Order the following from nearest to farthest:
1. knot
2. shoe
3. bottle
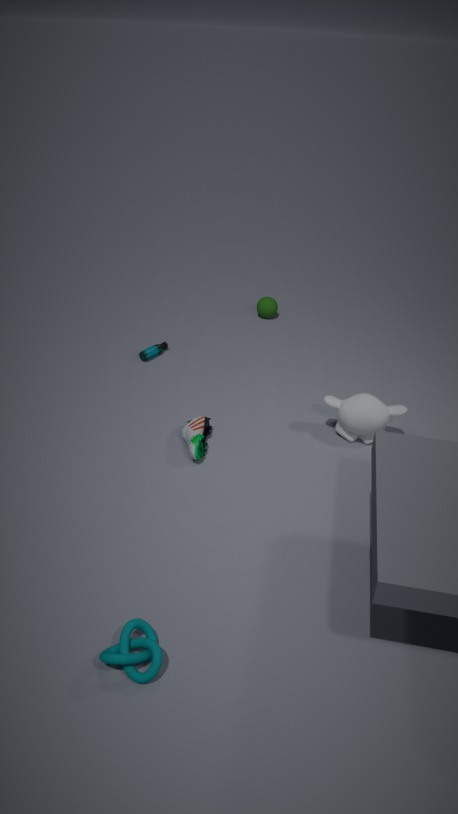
knot < shoe < bottle
